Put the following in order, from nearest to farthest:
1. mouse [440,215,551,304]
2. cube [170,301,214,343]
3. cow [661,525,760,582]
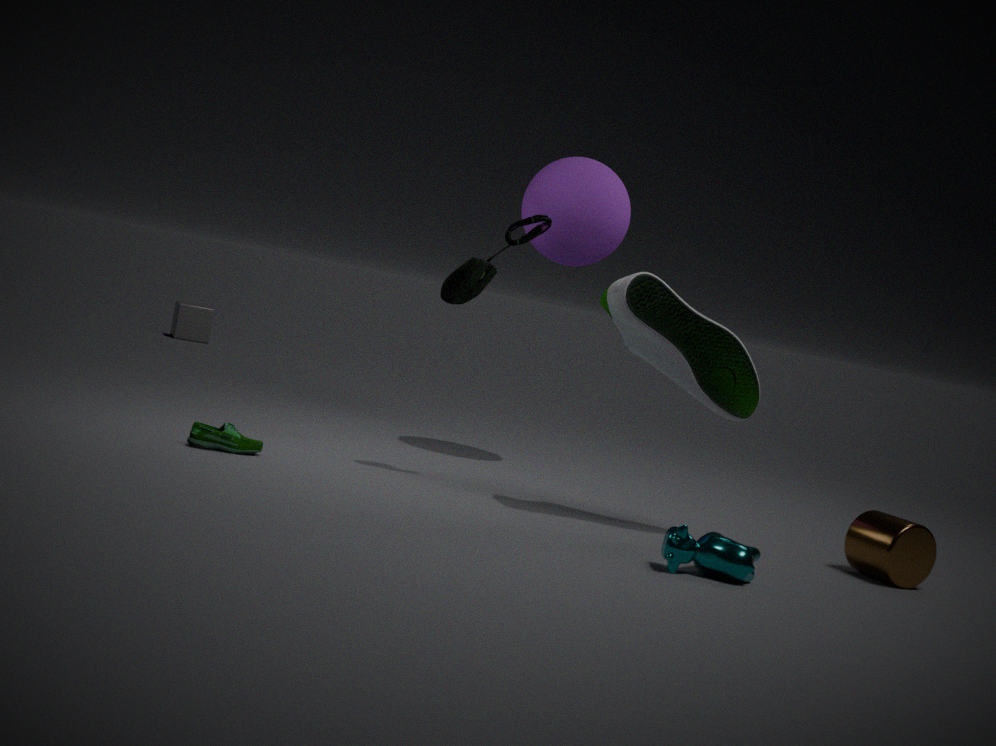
cow [661,525,760,582] < mouse [440,215,551,304] < cube [170,301,214,343]
